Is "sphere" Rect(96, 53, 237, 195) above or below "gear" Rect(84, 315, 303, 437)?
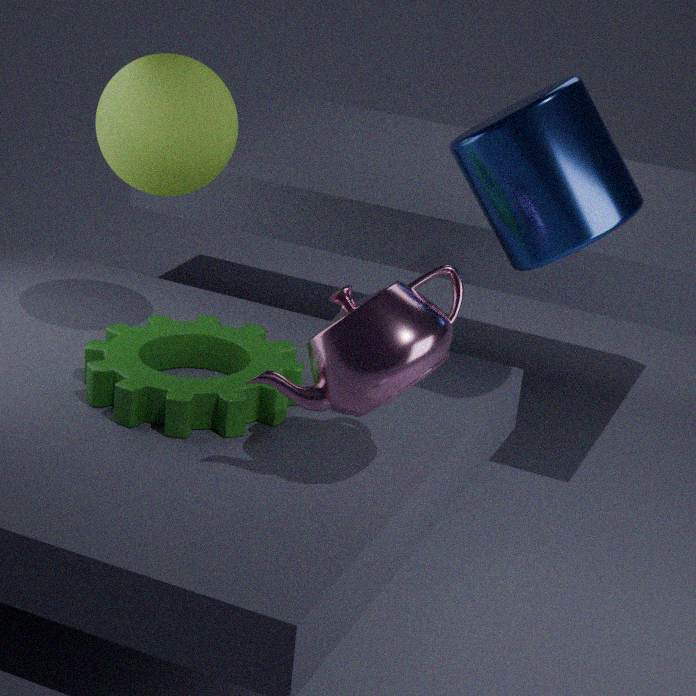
above
